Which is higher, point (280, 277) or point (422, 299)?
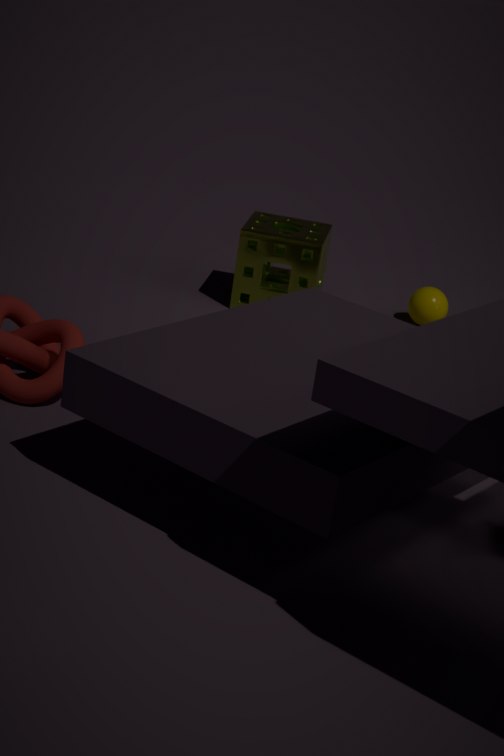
point (280, 277)
